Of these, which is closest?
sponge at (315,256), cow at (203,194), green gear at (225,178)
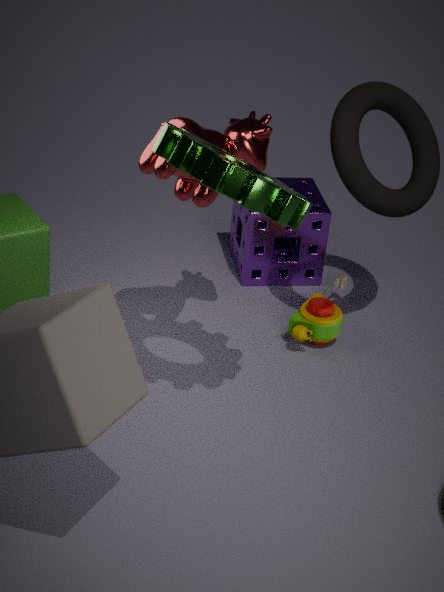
green gear at (225,178)
